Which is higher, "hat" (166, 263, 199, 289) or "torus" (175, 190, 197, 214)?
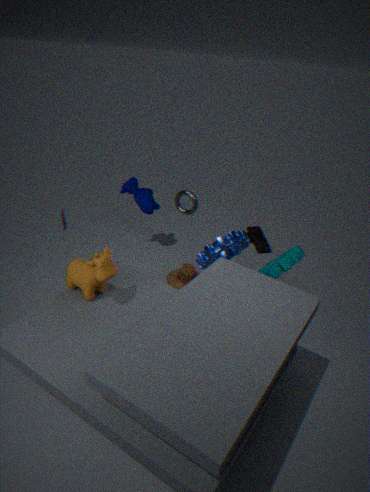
"torus" (175, 190, 197, 214)
